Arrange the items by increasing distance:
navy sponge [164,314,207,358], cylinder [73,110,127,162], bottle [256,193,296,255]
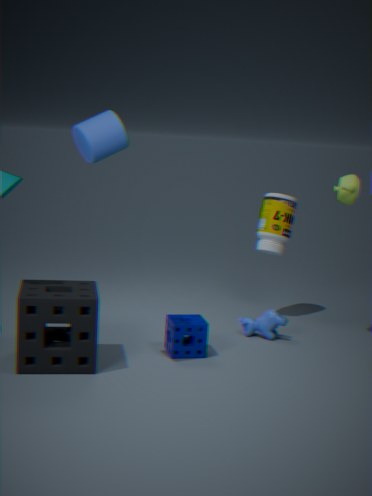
cylinder [73,110,127,162], navy sponge [164,314,207,358], bottle [256,193,296,255]
